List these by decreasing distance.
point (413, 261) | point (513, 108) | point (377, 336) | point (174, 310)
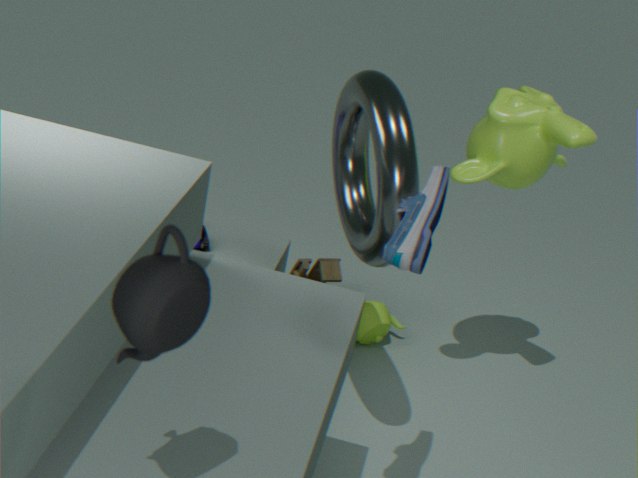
1. point (377, 336)
2. point (513, 108)
3. point (413, 261)
4. point (174, 310)
